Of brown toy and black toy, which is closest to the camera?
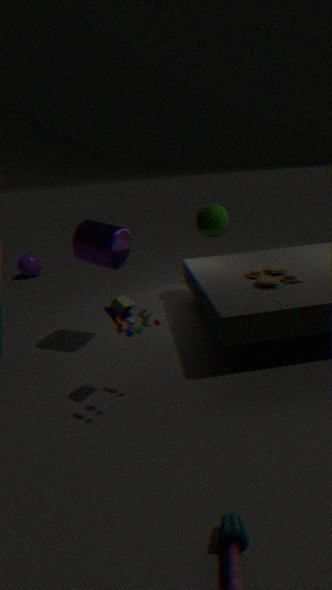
black toy
